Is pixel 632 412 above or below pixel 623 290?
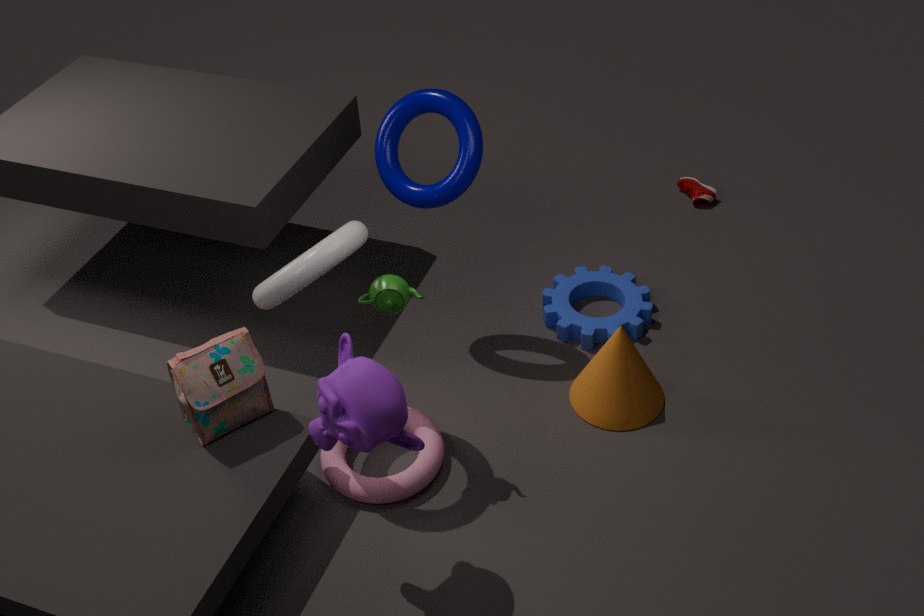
above
